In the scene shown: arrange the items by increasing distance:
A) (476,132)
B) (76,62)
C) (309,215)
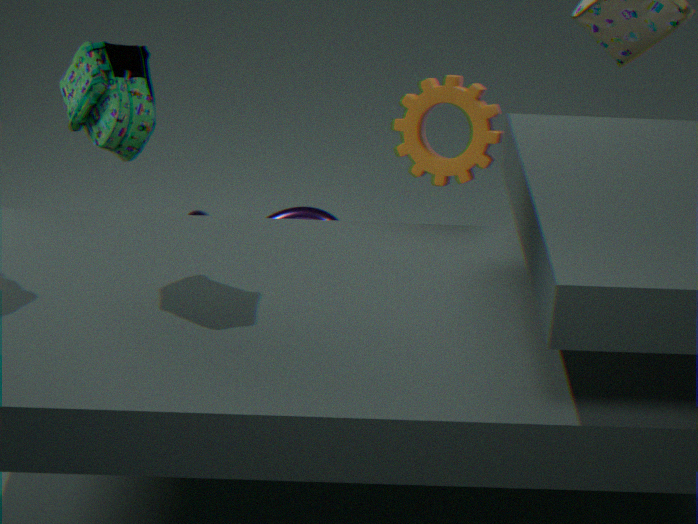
(76,62) < (476,132) < (309,215)
